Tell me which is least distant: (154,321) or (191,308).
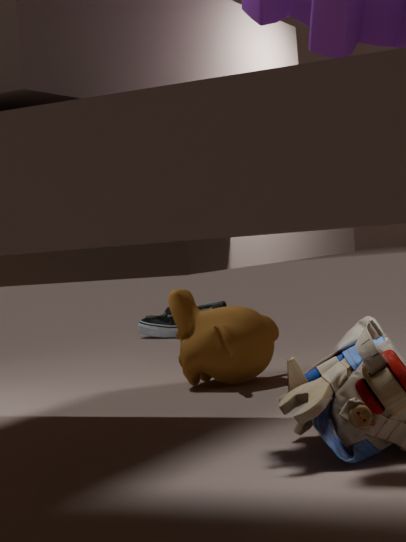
(191,308)
